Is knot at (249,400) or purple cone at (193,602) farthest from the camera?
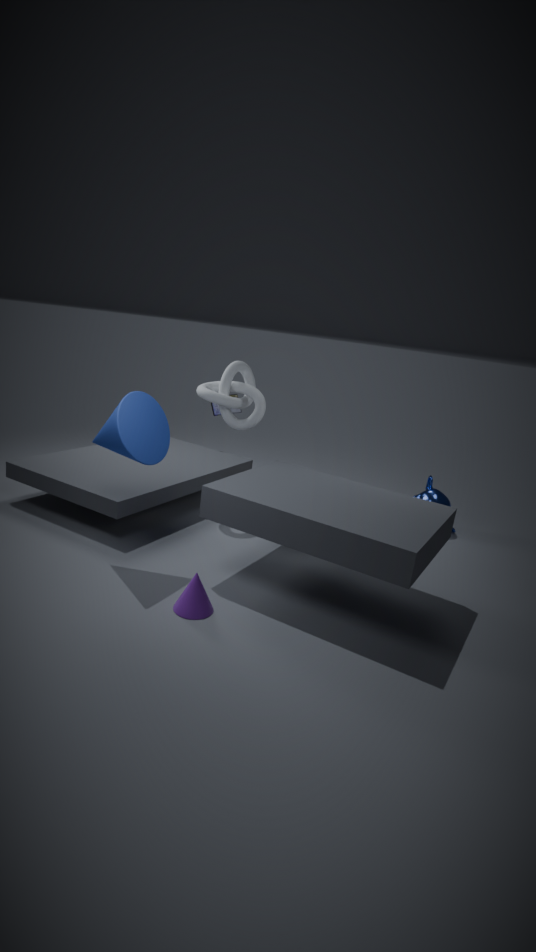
knot at (249,400)
